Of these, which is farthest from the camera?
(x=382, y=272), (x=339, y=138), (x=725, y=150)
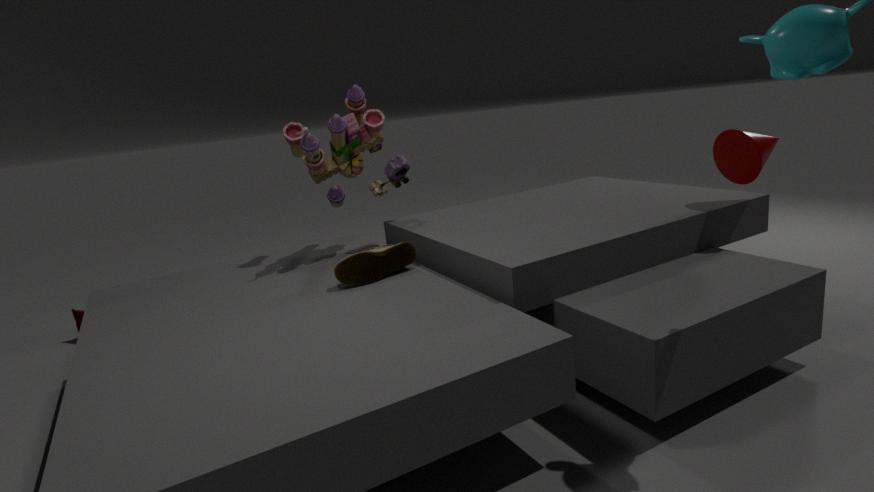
(x=339, y=138)
